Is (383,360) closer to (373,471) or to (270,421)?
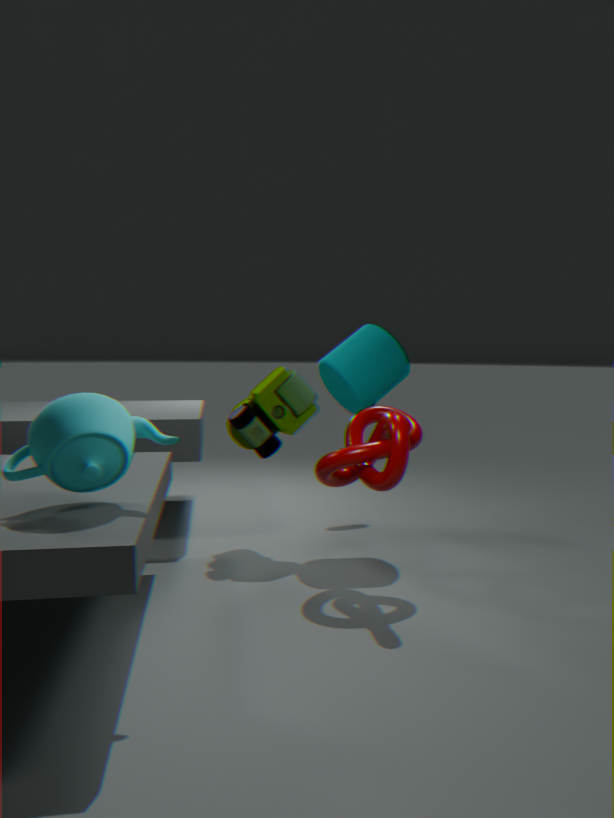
(270,421)
